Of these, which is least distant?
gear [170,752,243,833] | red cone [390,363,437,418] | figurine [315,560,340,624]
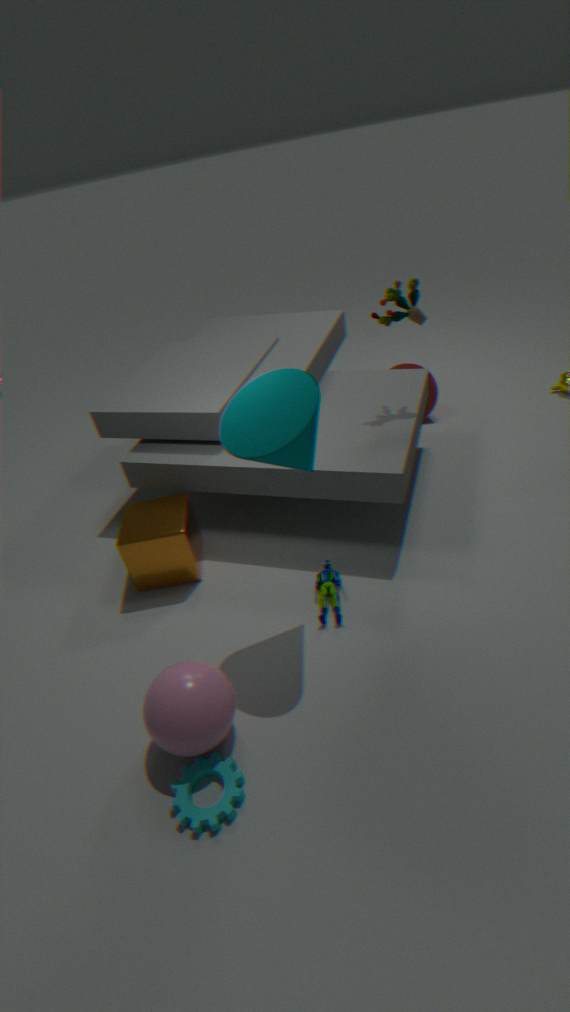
gear [170,752,243,833]
